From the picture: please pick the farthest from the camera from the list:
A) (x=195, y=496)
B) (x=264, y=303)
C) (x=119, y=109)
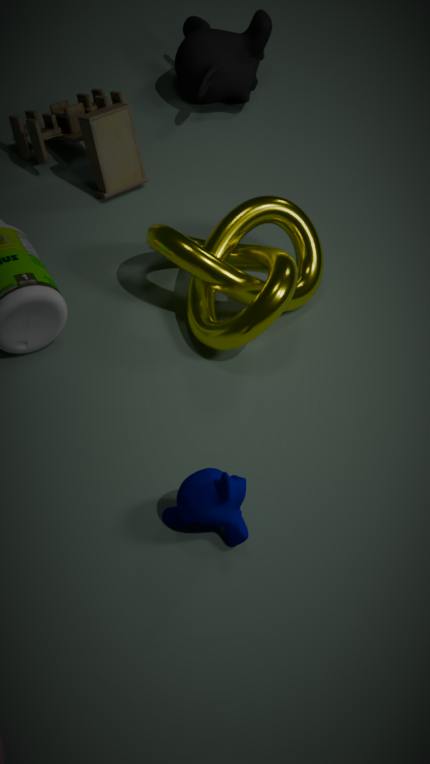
(x=119, y=109)
